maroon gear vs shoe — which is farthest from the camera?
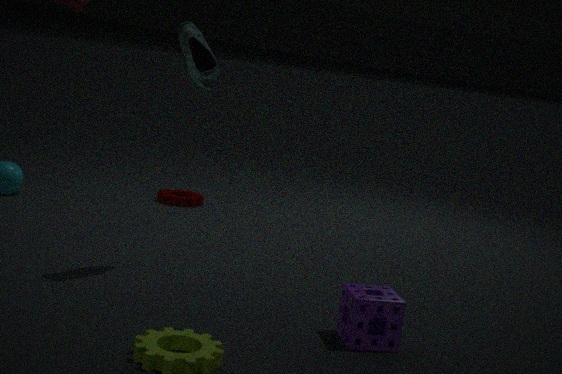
maroon gear
